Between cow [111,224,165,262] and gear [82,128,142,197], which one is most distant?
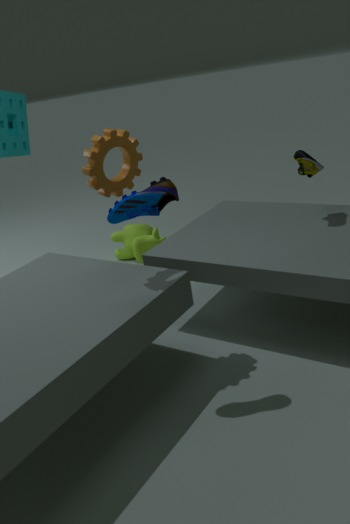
cow [111,224,165,262]
